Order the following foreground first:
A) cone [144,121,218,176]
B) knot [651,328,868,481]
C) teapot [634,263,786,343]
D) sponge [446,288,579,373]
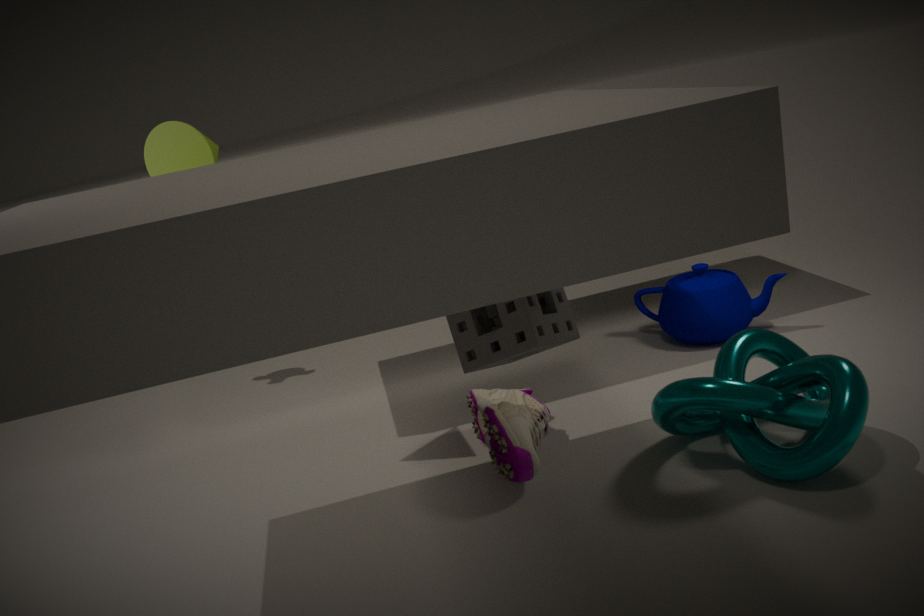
sponge [446,288,579,373]
knot [651,328,868,481]
cone [144,121,218,176]
teapot [634,263,786,343]
